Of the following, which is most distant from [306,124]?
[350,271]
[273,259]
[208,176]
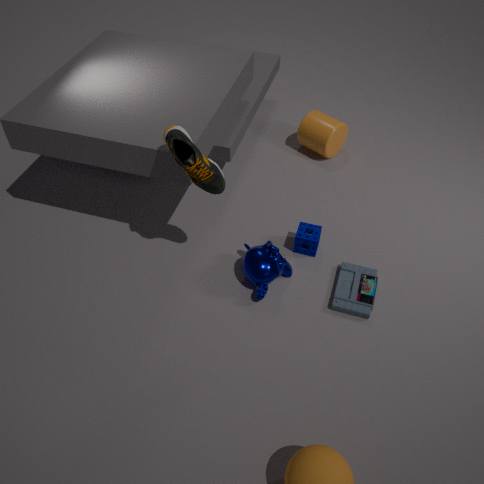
[208,176]
